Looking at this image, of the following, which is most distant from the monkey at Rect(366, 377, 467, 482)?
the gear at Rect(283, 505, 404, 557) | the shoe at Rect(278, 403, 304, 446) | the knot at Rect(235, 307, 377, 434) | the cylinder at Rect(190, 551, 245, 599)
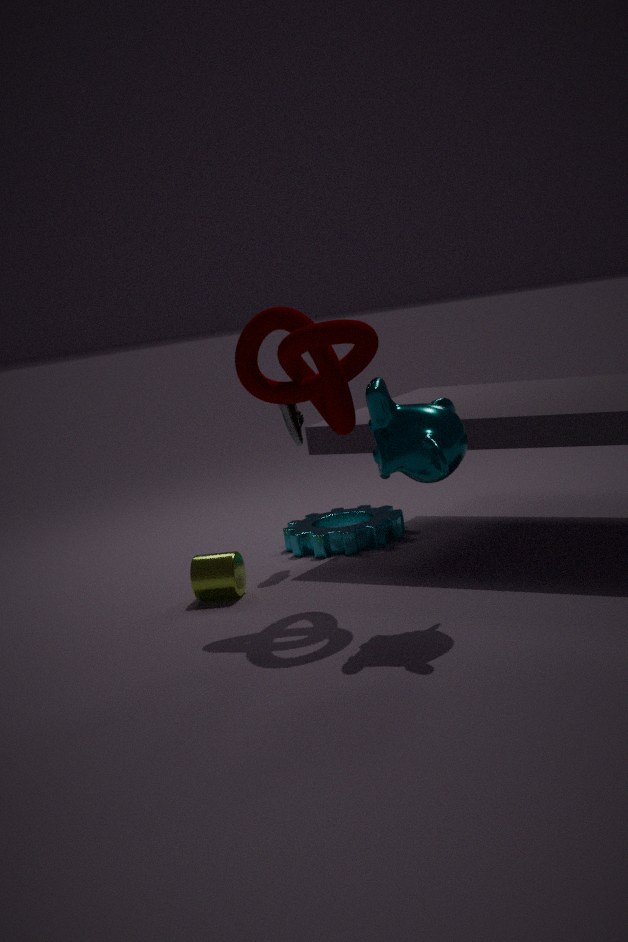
the gear at Rect(283, 505, 404, 557)
